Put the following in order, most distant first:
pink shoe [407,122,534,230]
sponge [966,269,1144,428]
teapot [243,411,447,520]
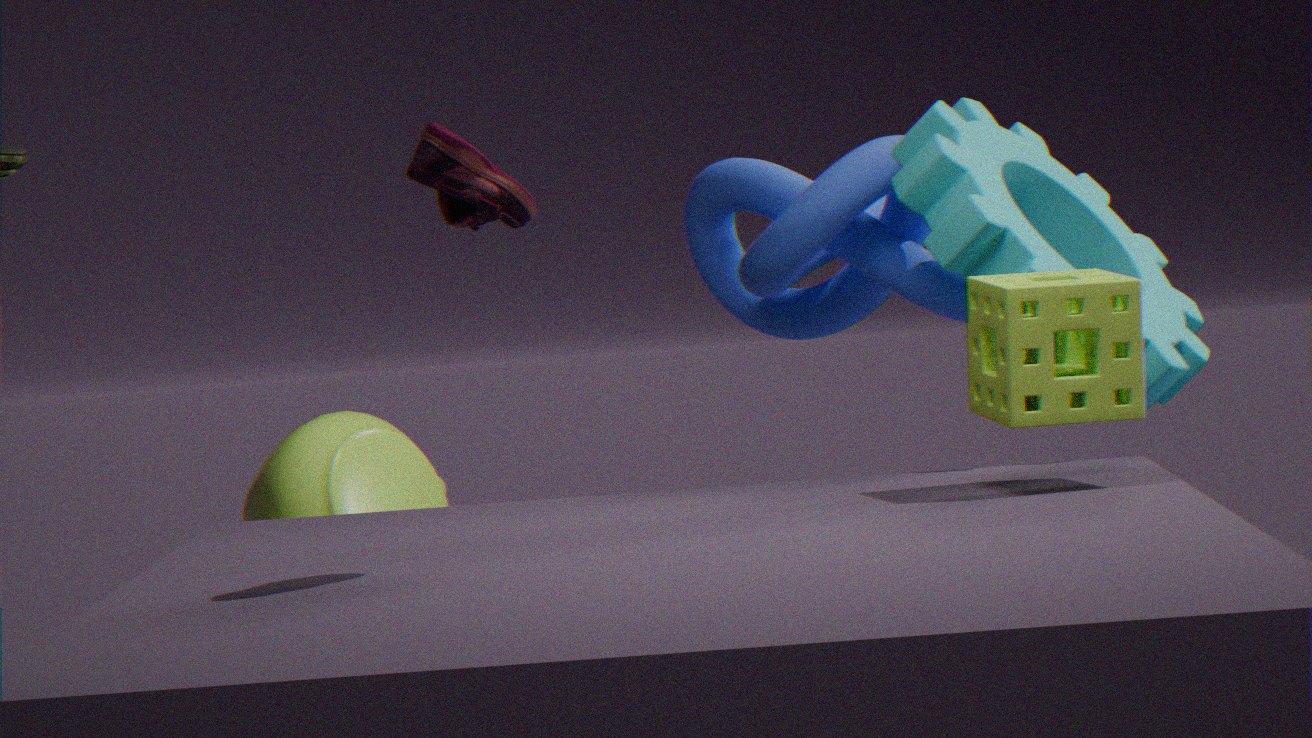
teapot [243,411,447,520] < sponge [966,269,1144,428] < pink shoe [407,122,534,230]
